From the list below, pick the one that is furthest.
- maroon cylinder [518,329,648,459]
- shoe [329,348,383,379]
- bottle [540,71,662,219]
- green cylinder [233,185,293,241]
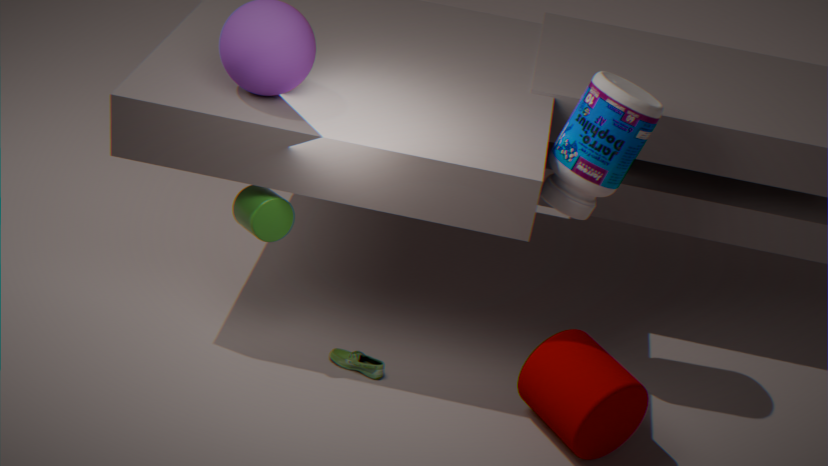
shoe [329,348,383,379]
